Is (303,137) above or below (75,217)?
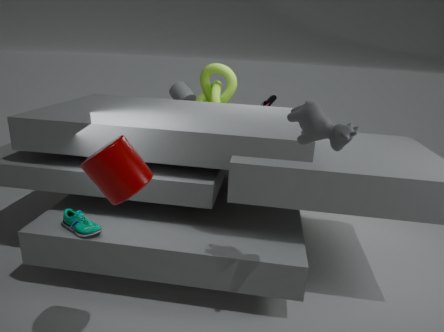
above
